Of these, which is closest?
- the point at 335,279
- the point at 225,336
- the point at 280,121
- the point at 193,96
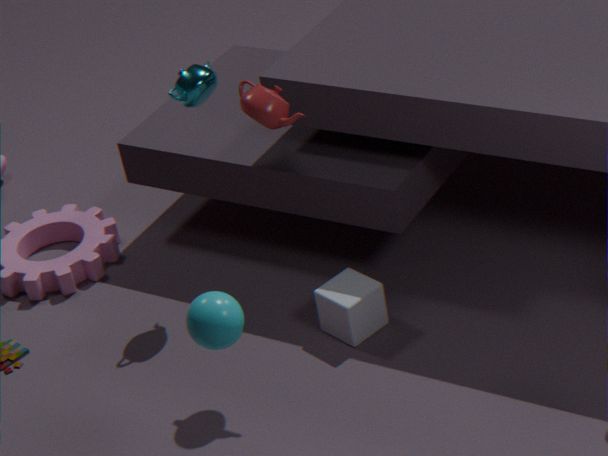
the point at 225,336
